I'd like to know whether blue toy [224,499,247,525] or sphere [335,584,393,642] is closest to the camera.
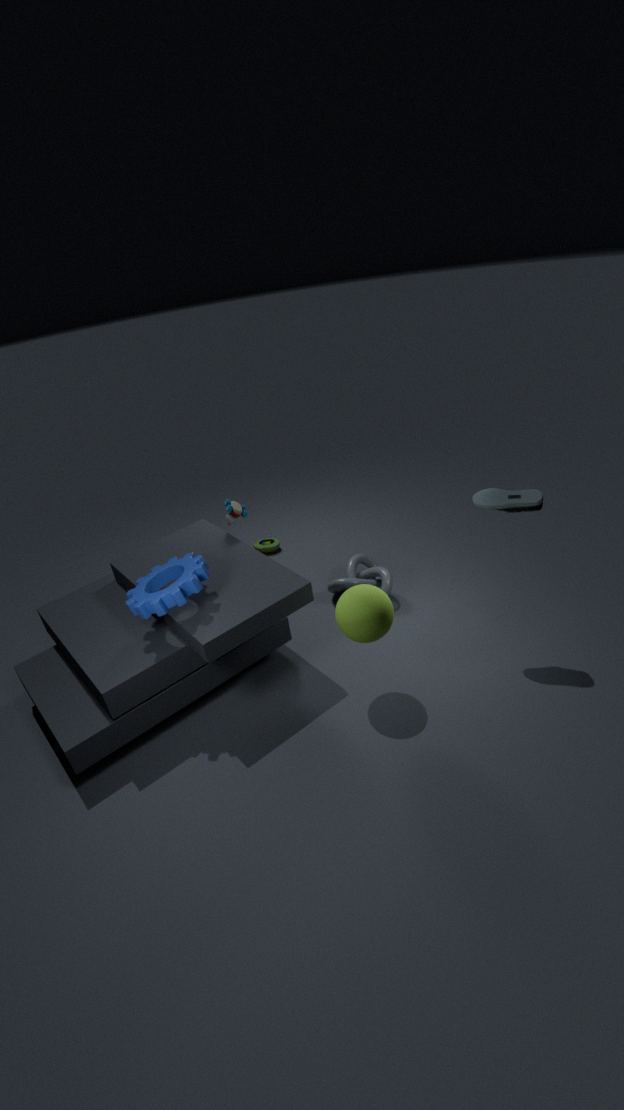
sphere [335,584,393,642]
